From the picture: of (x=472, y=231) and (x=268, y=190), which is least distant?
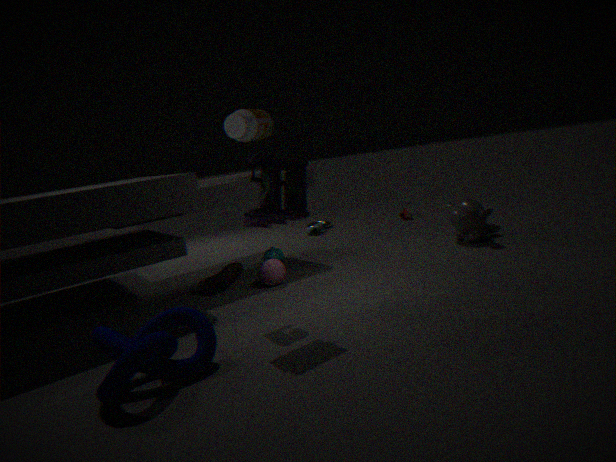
(x=268, y=190)
